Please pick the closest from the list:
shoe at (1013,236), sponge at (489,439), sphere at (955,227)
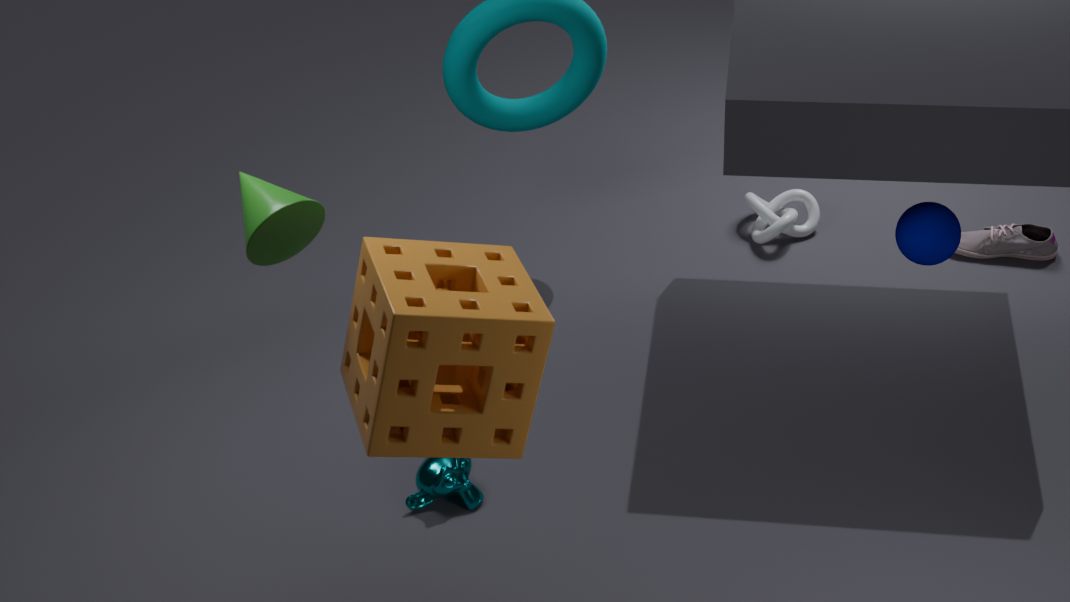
sponge at (489,439)
